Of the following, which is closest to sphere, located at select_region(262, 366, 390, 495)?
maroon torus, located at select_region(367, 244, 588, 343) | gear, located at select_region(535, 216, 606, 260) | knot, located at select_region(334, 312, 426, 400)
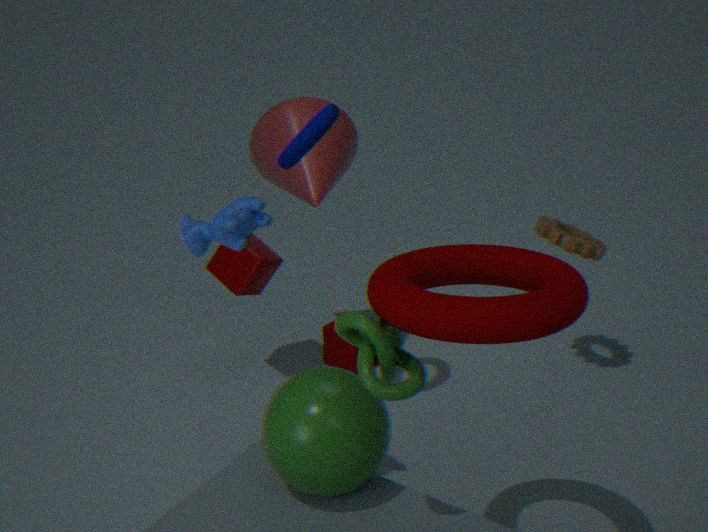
knot, located at select_region(334, 312, 426, 400)
